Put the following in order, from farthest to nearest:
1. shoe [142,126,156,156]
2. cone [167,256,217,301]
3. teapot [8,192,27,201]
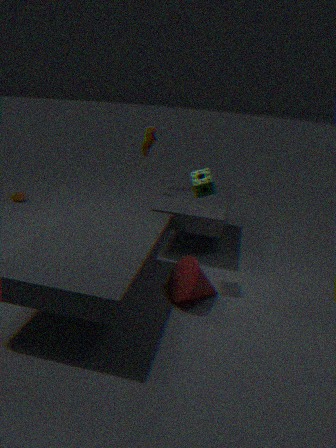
teapot [8,192,27,201] < shoe [142,126,156,156] < cone [167,256,217,301]
